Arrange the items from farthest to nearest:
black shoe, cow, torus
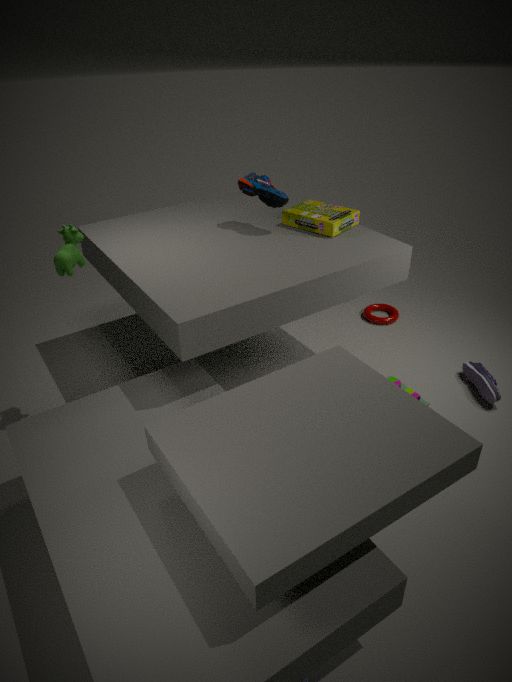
torus, black shoe, cow
